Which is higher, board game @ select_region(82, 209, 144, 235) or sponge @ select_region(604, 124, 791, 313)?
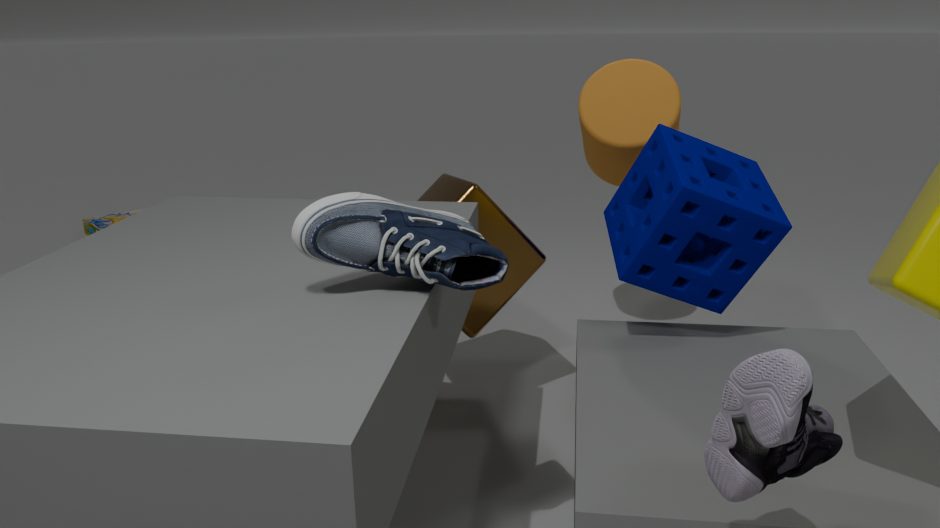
sponge @ select_region(604, 124, 791, 313)
